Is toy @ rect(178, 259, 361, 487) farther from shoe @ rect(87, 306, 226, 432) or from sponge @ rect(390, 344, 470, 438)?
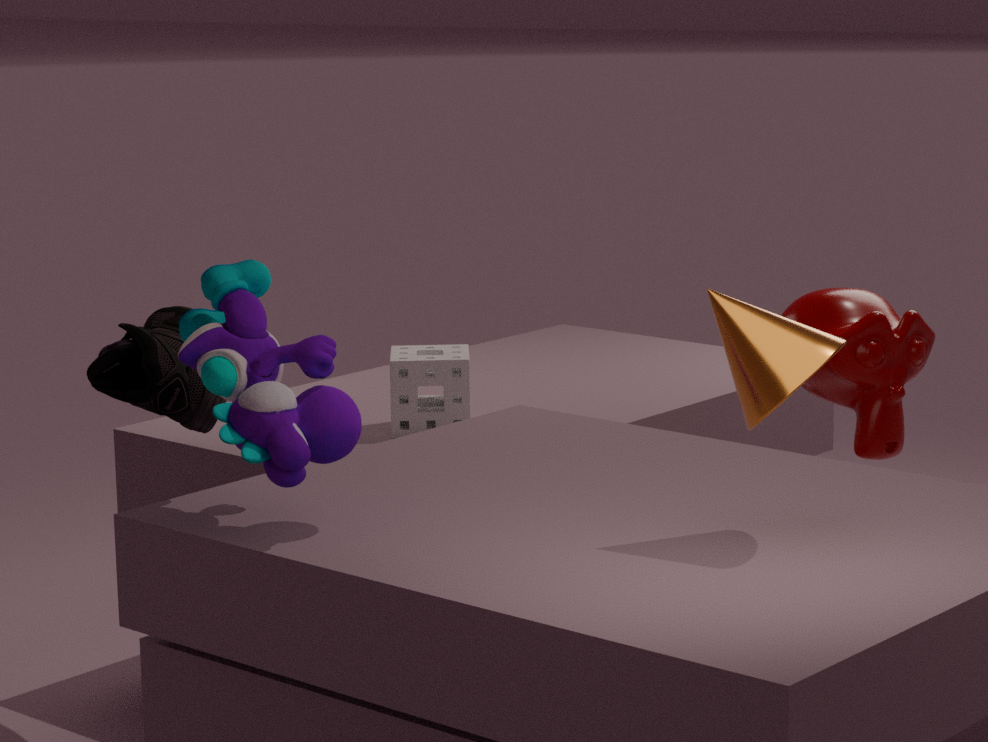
sponge @ rect(390, 344, 470, 438)
